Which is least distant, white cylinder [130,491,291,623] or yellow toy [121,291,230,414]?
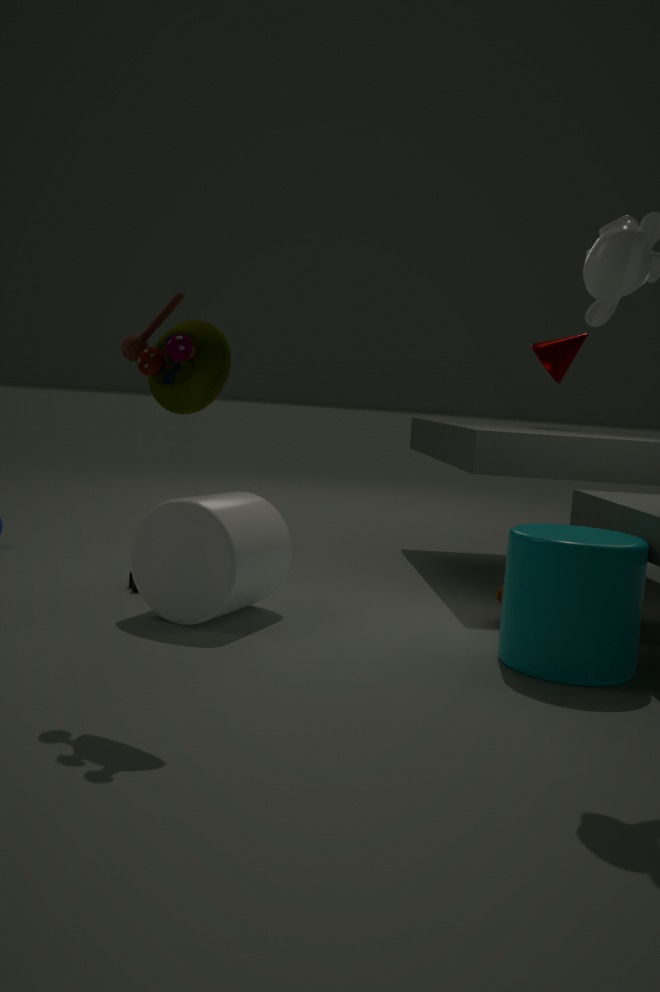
yellow toy [121,291,230,414]
